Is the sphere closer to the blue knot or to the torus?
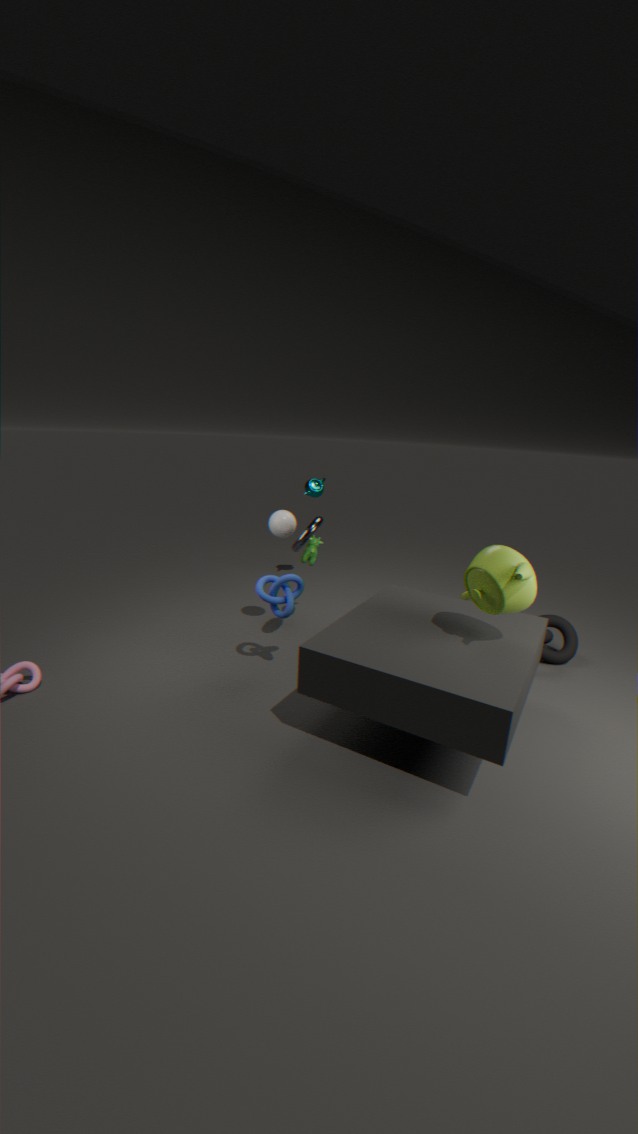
the torus
